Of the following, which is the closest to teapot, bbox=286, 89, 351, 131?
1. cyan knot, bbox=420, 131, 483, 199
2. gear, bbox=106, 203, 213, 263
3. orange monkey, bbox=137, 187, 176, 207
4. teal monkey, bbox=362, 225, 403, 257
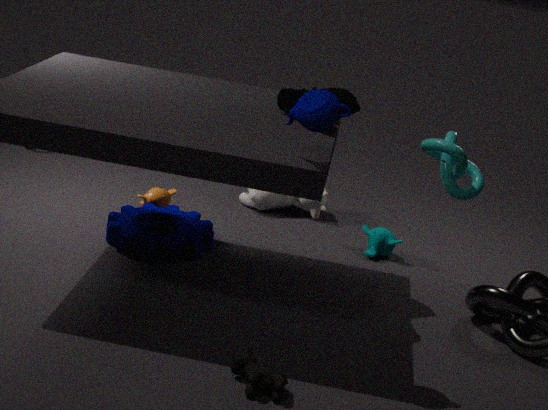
cyan knot, bbox=420, 131, 483, 199
